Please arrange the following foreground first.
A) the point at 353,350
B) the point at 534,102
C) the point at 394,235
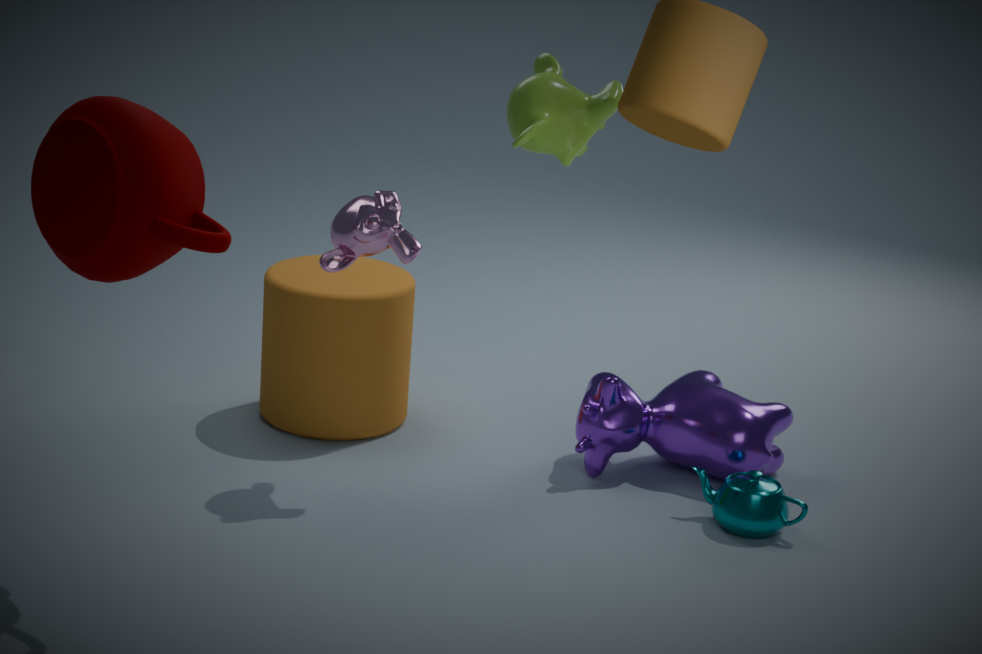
the point at 534,102 < the point at 394,235 < the point at 353,350
